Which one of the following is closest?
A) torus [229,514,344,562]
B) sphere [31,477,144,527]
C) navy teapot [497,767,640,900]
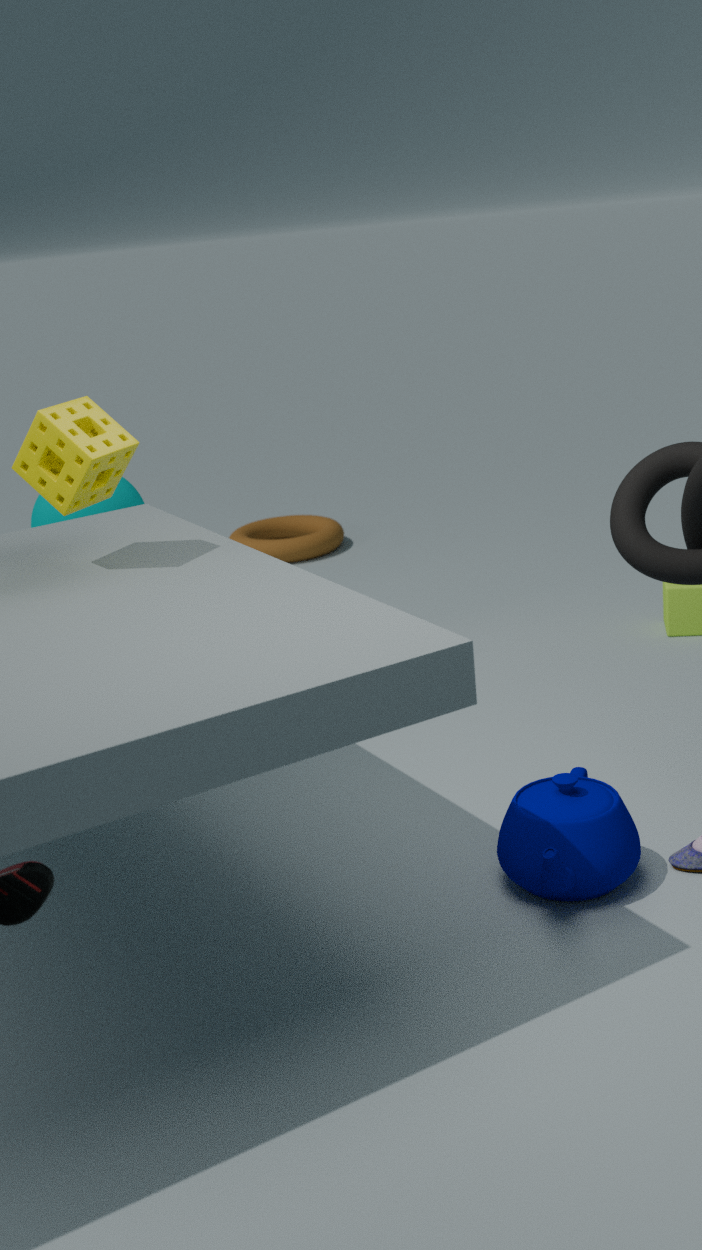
navy teapot [497,767,640,900]
